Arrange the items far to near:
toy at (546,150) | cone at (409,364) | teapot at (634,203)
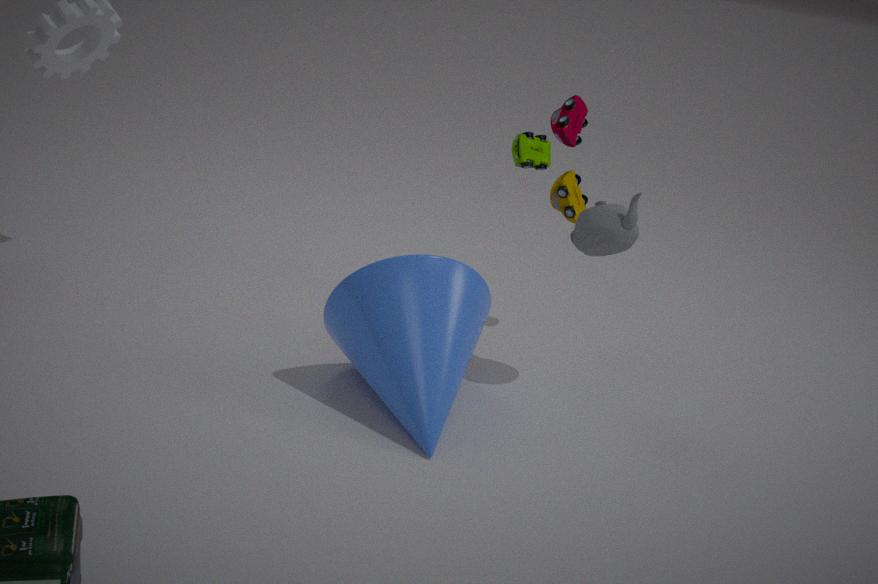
toy at (546,150)
teapot at (634,203)
cone at (409,364)
